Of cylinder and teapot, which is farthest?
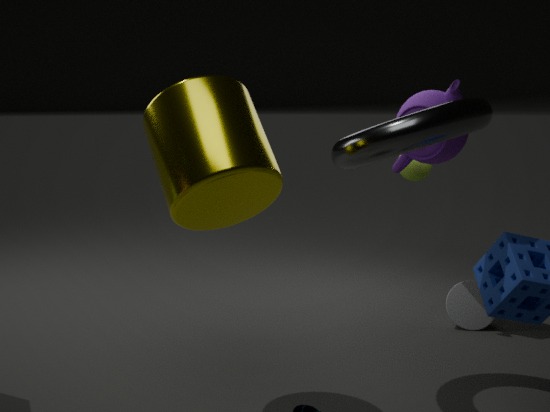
teapot
